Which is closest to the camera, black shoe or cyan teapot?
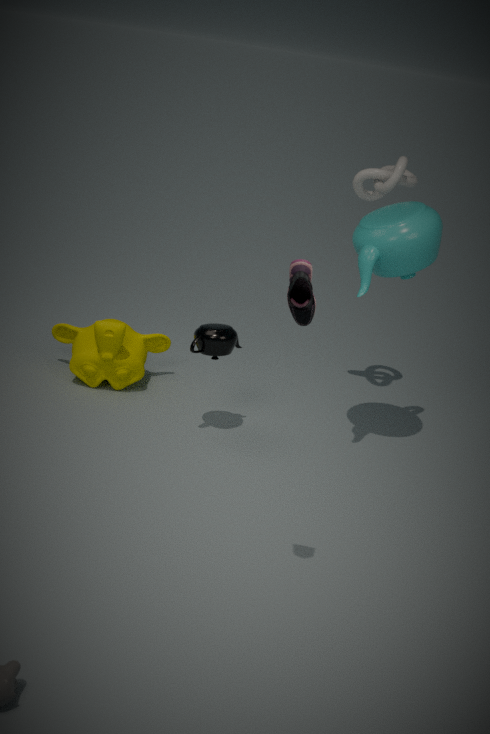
black shoe
